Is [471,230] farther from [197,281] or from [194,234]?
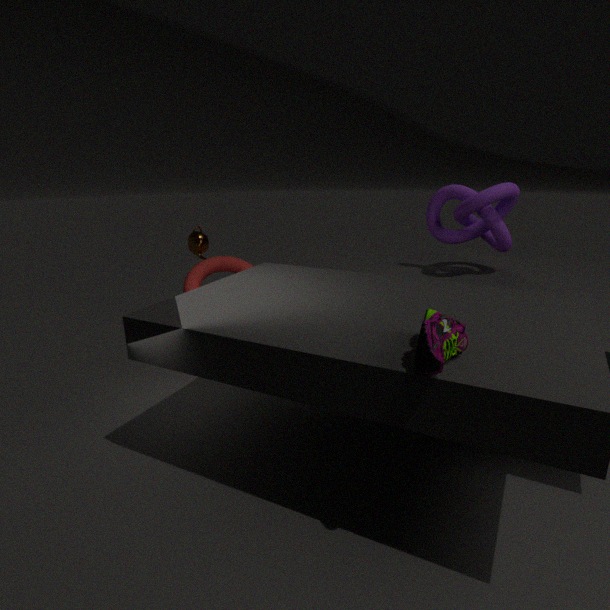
[194,234]
